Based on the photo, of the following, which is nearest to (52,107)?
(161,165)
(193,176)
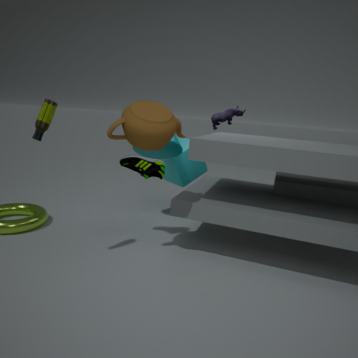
(161,165)
